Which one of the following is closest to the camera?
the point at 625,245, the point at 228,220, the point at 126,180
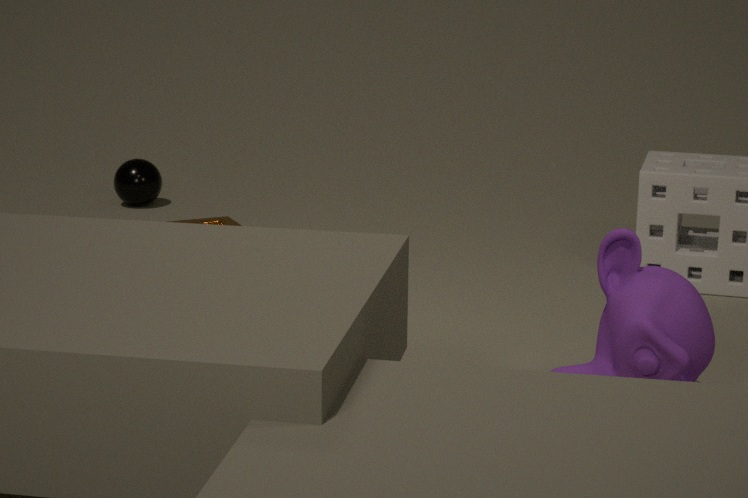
the point at 625,245
